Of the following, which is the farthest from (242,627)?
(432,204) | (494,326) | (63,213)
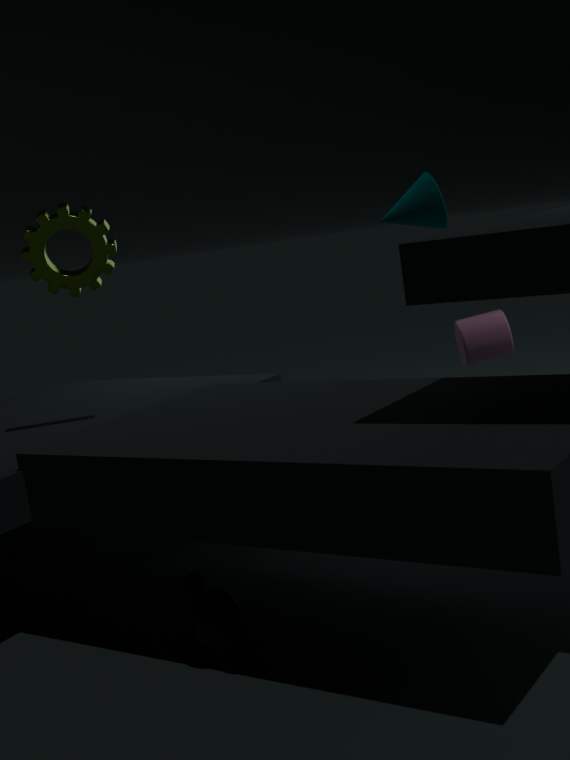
(432,204)
